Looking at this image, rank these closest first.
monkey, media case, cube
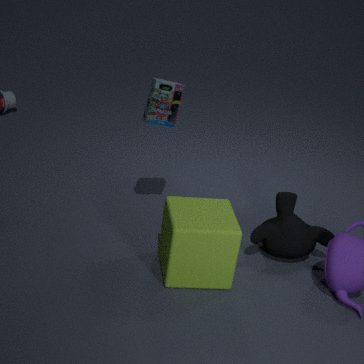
cube < media case < monkey
